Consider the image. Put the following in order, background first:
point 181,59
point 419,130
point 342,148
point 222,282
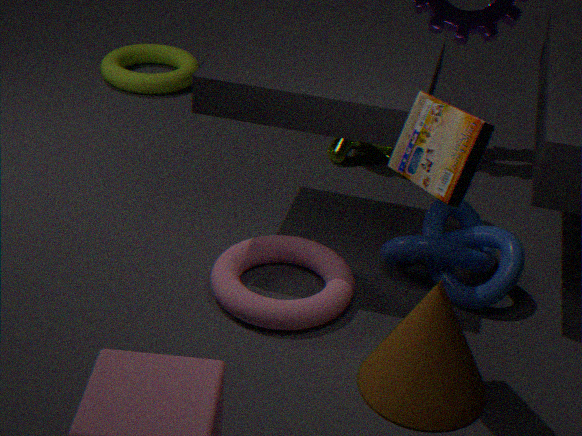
point 181,59, point 342,148, point 222,282, point 419,130
